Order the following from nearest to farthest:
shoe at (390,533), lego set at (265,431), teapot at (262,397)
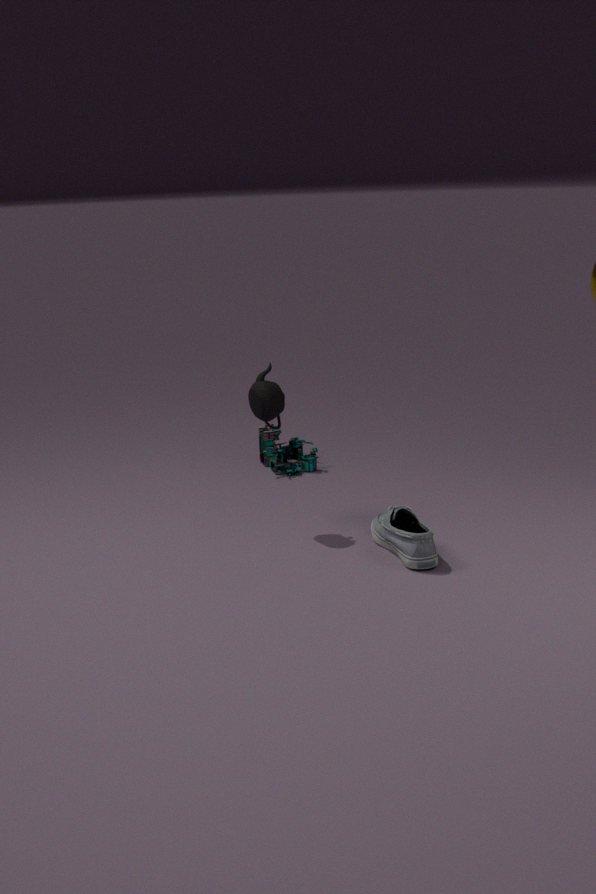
1. shoe at (390,533)
2. teapot at (262,397)
3. lego set at (265,431)
